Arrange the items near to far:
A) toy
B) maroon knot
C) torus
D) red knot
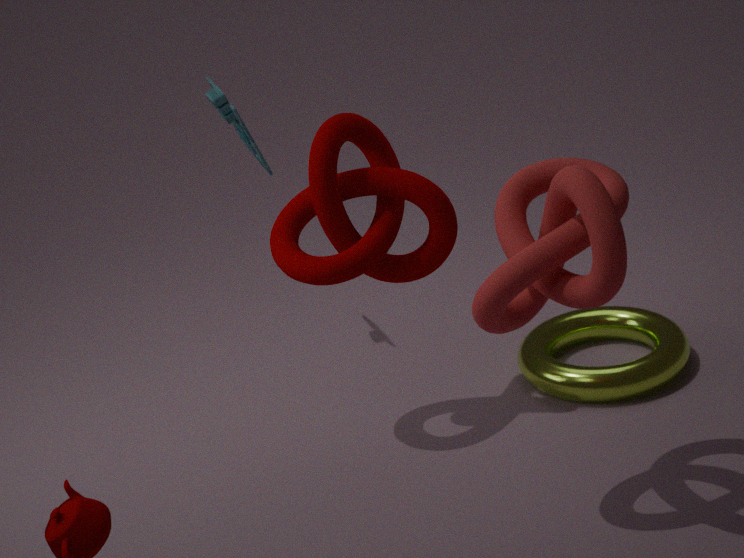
red knot, maroon knot, torus, toy
